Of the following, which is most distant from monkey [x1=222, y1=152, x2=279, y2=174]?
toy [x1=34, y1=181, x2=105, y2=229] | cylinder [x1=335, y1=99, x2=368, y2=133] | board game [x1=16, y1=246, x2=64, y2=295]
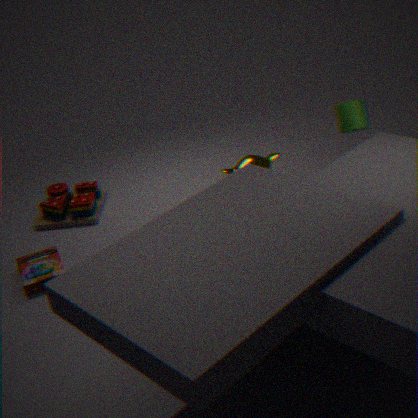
board game [x1=16, y1=246, x2=64, y2=295]
